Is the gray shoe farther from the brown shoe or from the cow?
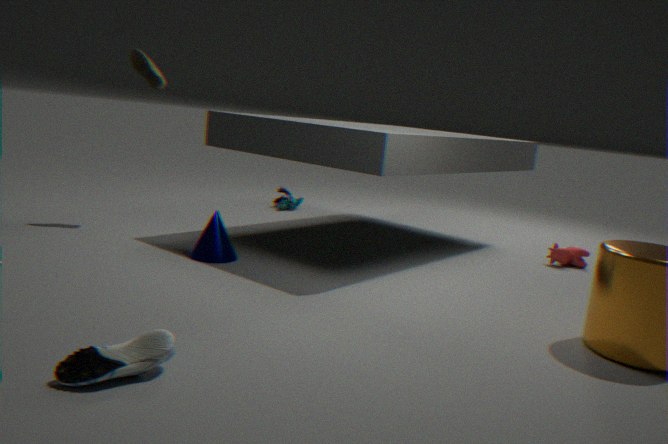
the cow
